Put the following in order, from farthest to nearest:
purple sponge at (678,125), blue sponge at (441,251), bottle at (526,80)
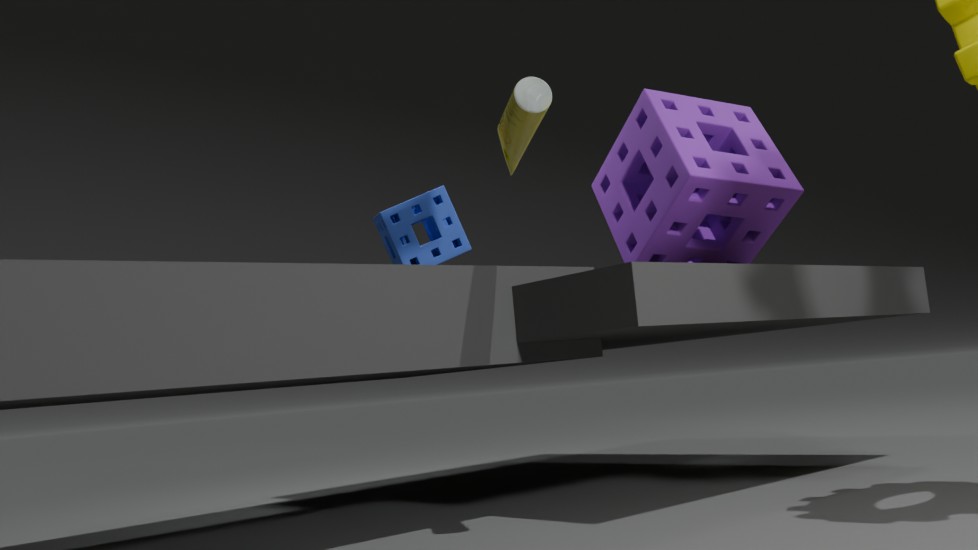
purple sponge at (678,125) → blue sponge at (441,251) → bottle at (526,80)
